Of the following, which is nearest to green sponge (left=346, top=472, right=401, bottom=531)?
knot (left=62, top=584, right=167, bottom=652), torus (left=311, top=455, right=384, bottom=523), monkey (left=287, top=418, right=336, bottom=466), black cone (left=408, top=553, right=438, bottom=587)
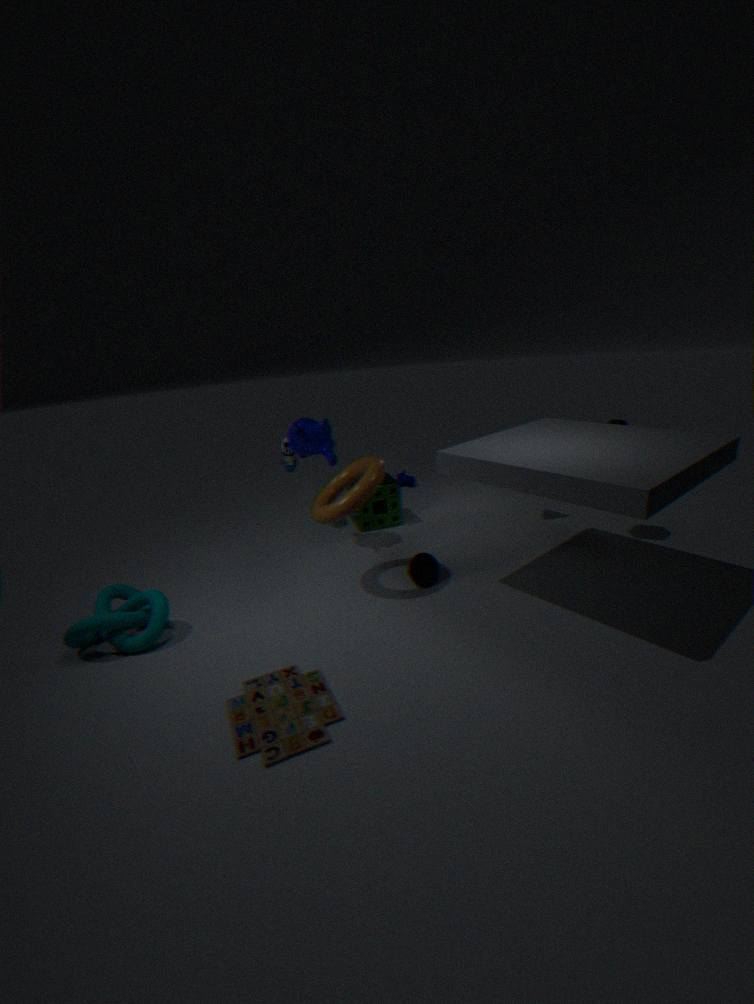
monkey (left=287, top=418, right=336, bottom=466)
